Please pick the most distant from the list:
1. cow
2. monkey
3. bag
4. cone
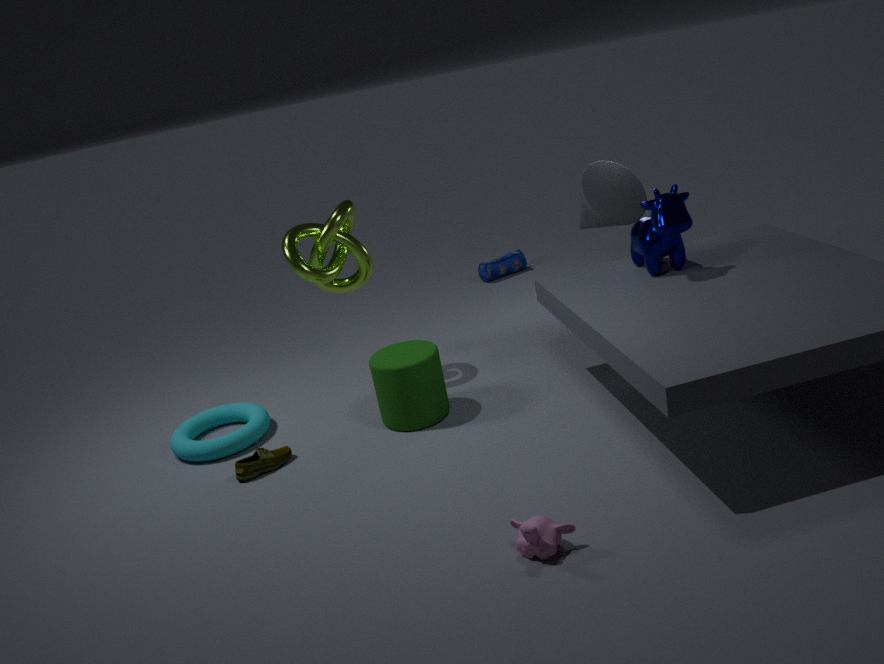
bag
